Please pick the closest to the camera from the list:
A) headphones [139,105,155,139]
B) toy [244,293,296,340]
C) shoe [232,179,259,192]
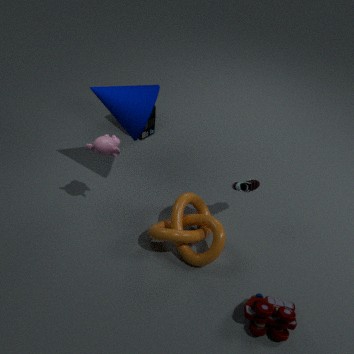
toy [244,293,296,340]
